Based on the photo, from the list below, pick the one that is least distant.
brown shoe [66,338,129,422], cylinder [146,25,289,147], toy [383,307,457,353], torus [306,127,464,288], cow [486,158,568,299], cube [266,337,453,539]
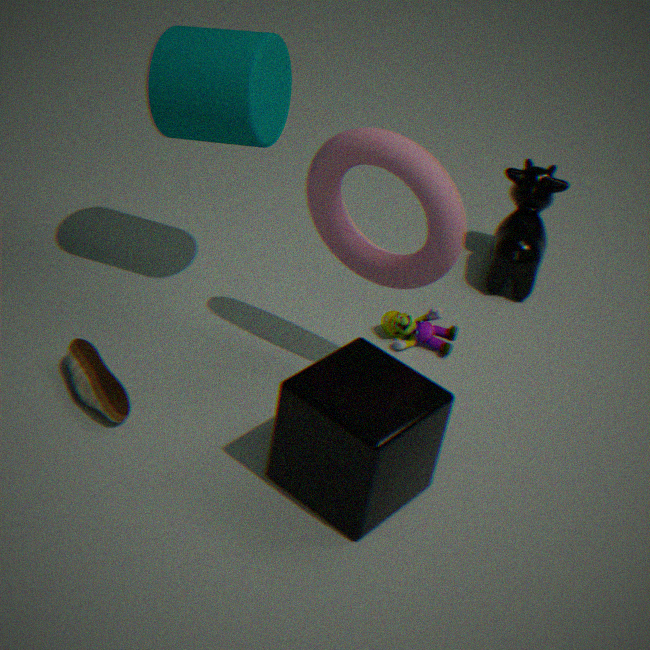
cube [266,337,453,539]
